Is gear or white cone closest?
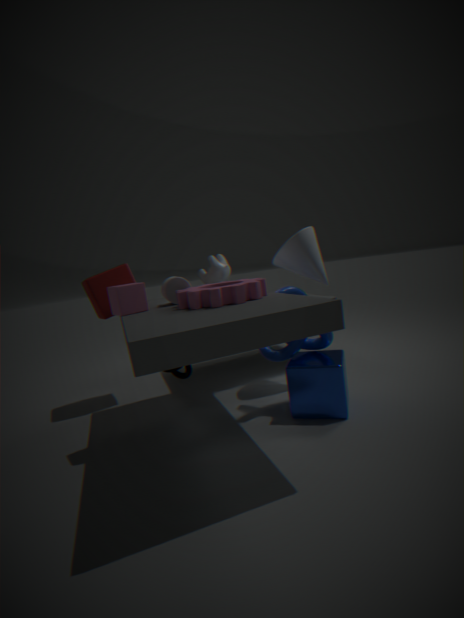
gear
